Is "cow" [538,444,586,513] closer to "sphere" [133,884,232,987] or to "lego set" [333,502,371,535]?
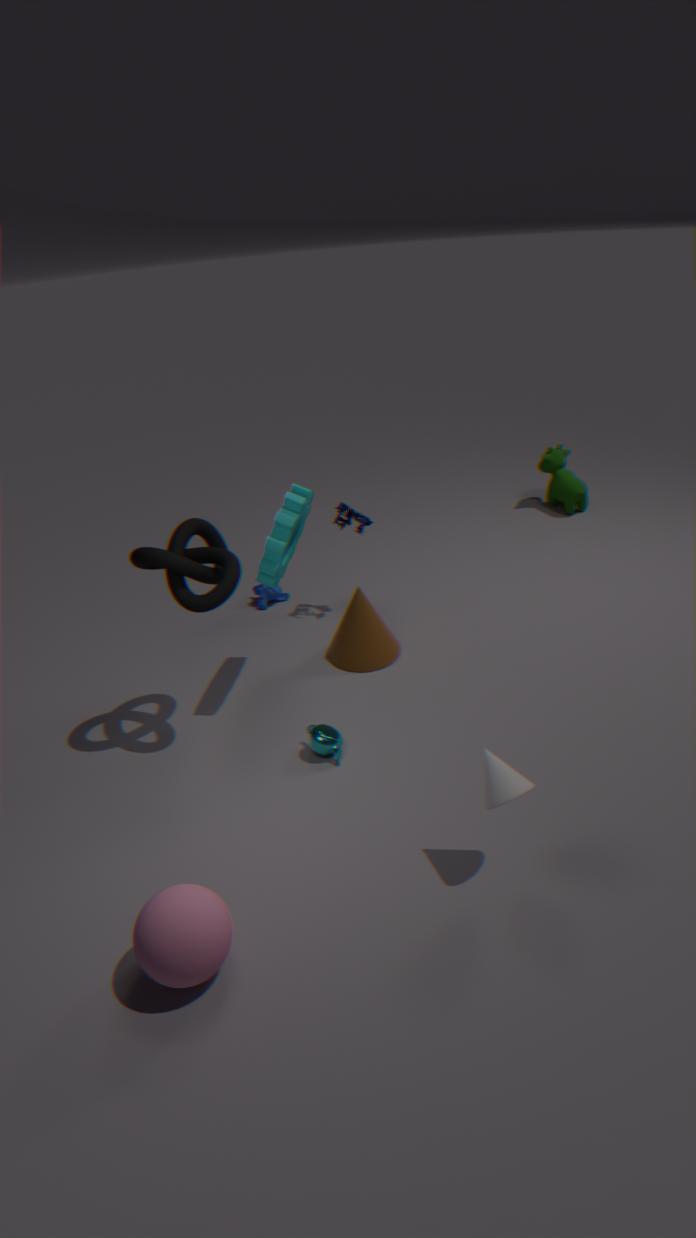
"lego set" [333,502,371,535]
